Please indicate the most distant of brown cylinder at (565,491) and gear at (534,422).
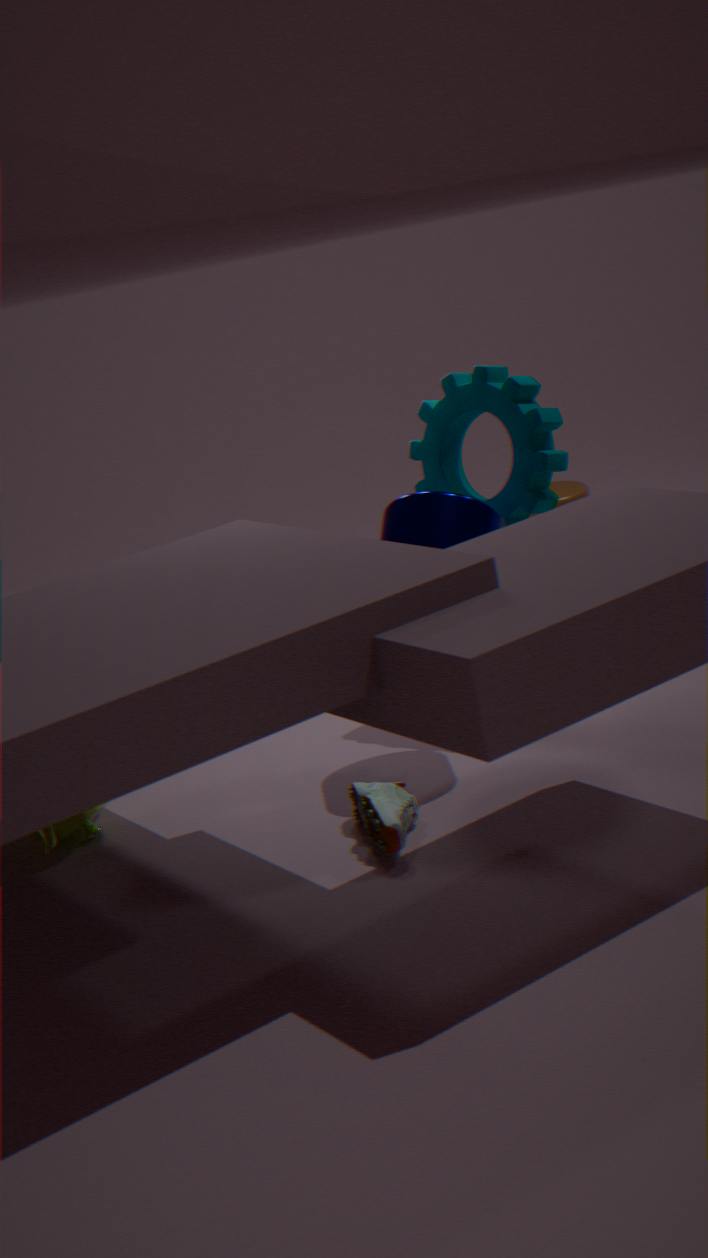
brown cylinder at (565,491)
